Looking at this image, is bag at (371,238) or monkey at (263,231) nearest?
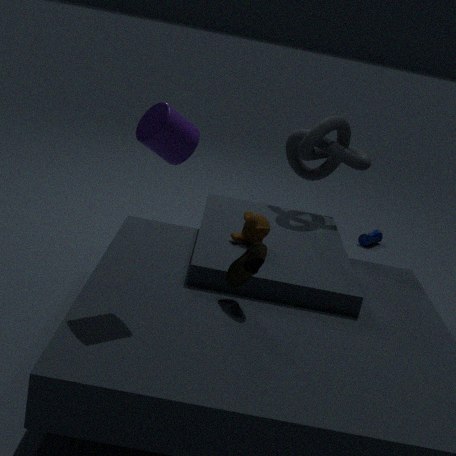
monkey at (263,231)
